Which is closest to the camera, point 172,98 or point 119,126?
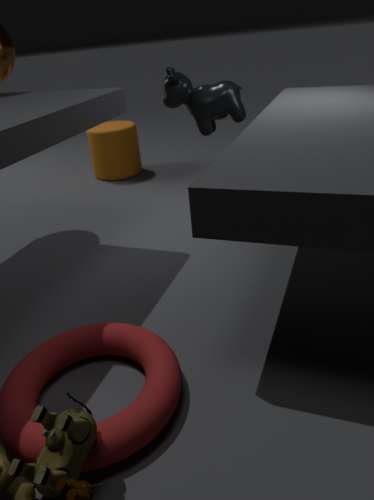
point 172,98
